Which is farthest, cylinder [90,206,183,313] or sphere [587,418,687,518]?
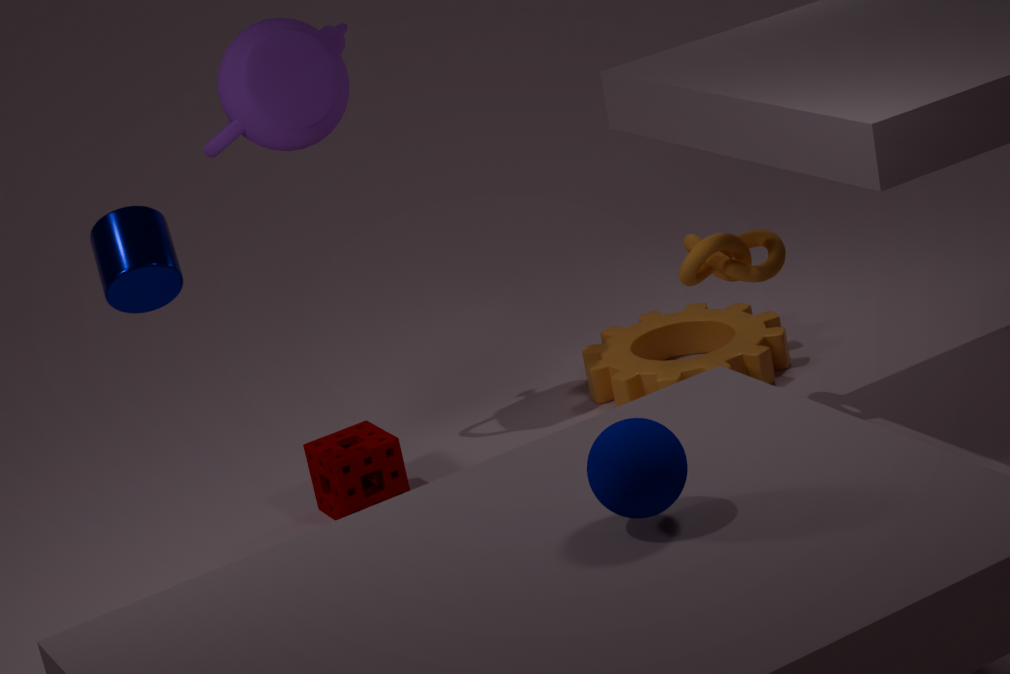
cylinder [90,206,183,313]
